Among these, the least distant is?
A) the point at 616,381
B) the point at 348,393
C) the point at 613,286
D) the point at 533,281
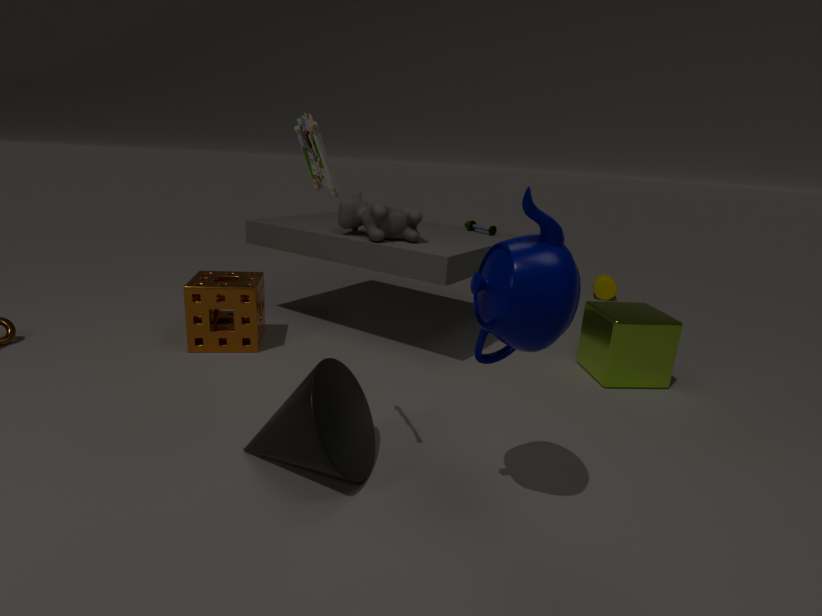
the point at 533,281
